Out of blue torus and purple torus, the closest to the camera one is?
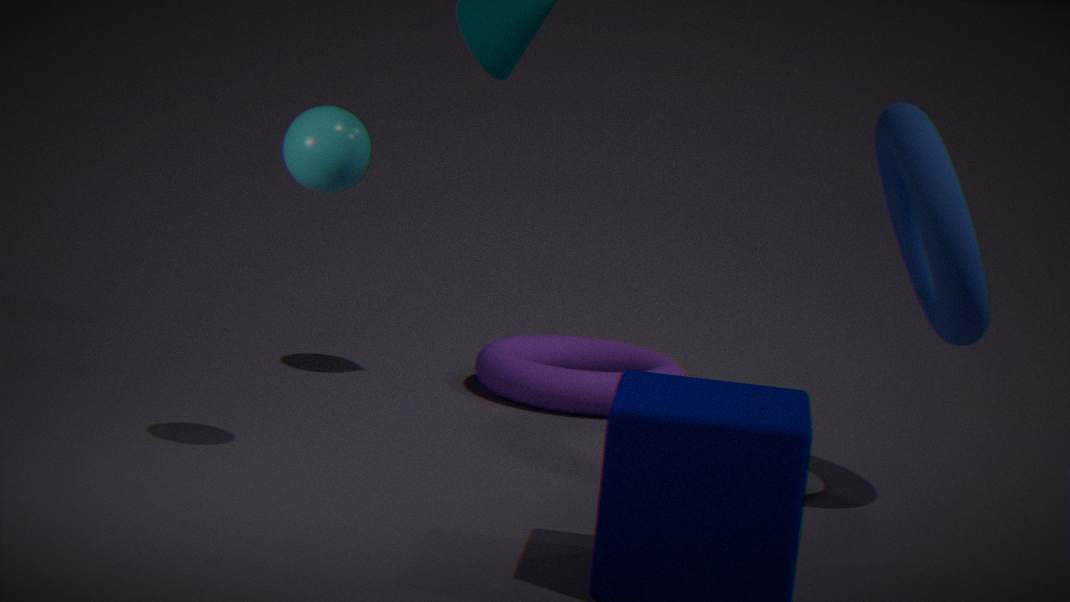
blue torus
